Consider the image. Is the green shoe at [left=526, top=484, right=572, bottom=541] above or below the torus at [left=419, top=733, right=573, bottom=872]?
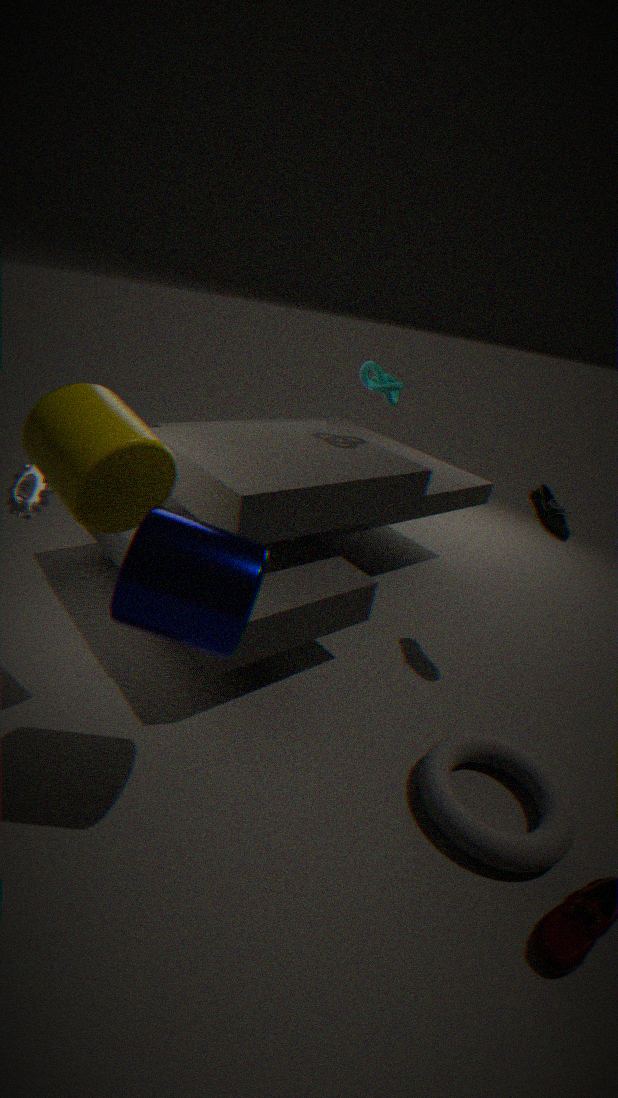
above
